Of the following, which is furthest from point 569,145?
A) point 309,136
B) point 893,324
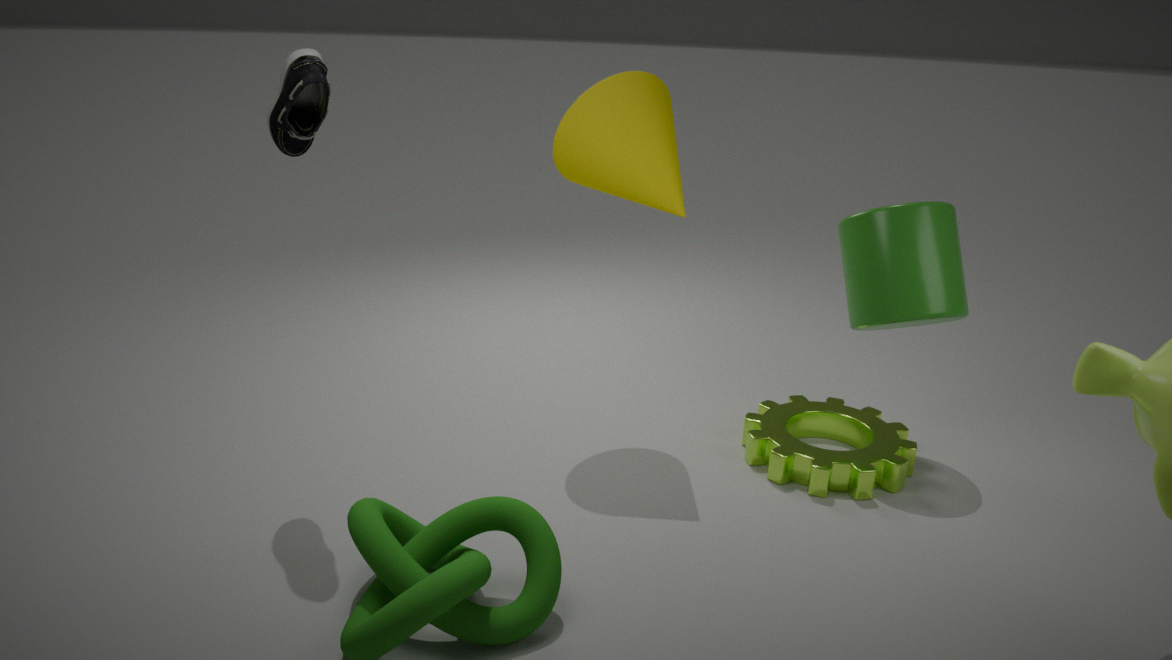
point 309,136
